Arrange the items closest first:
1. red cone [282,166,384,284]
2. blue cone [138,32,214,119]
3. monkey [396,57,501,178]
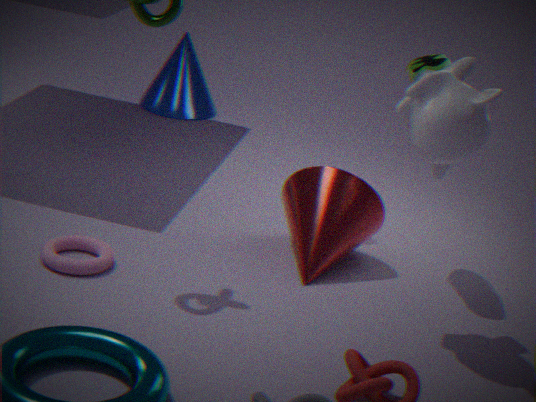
monkey [396,57,501,178], red cone [282,166,384,284], blue cone [138,32,214,119]
